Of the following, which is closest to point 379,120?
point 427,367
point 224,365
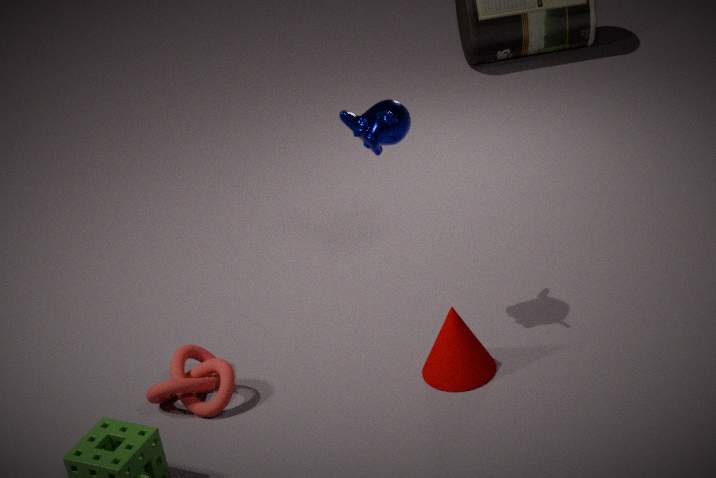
point 427,367
